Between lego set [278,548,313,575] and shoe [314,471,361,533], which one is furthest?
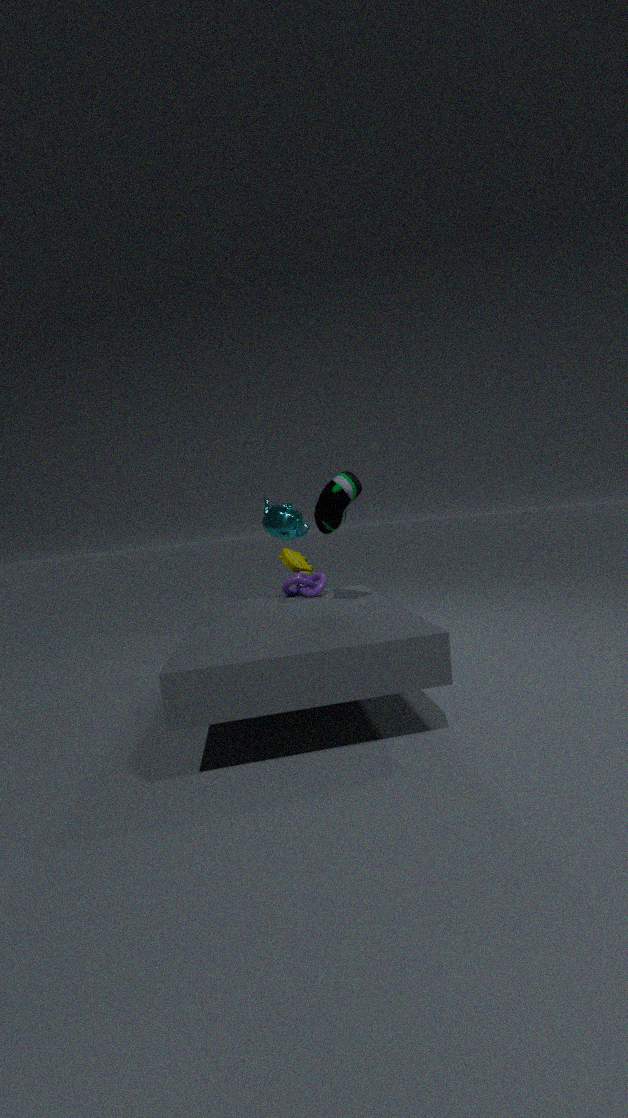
lego set [278,548,313,575]
